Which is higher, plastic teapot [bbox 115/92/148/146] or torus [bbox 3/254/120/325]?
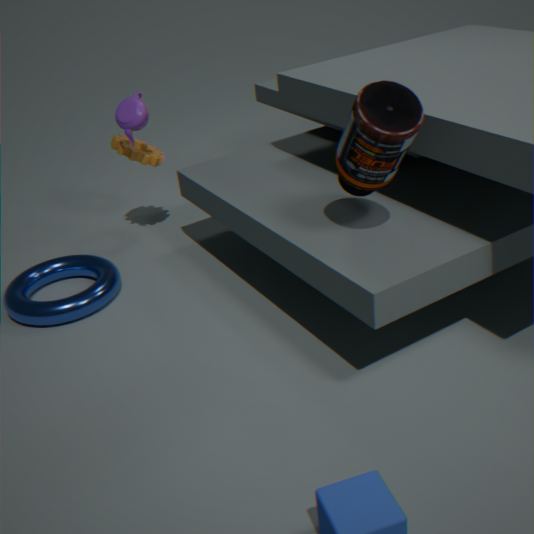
plastic teapot [bbox 115/92/148/146]
